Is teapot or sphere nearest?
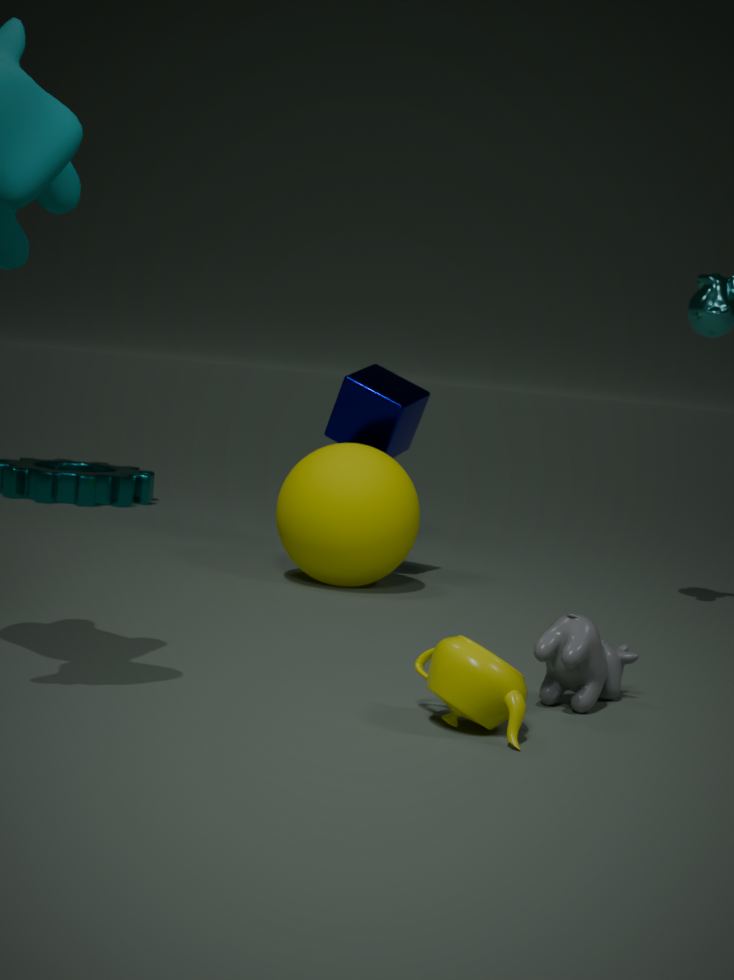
teapot
